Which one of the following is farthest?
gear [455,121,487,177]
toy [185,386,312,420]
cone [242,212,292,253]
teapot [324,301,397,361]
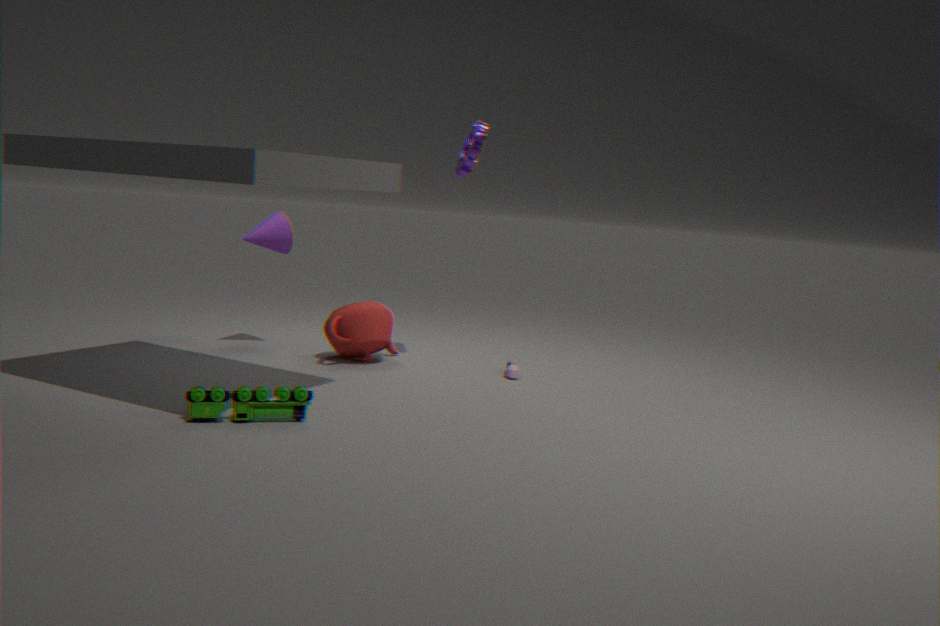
cone [242,212,292,253]
